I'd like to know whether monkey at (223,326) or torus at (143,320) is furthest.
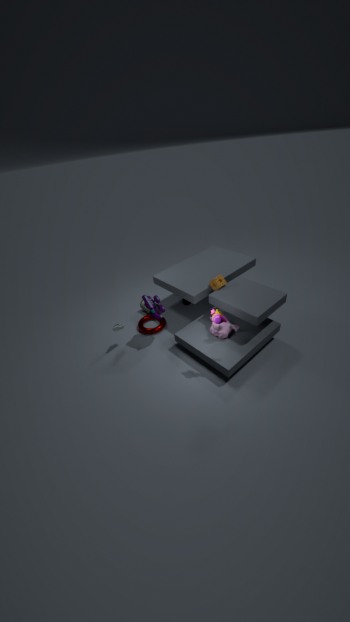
torus at (143,320)
